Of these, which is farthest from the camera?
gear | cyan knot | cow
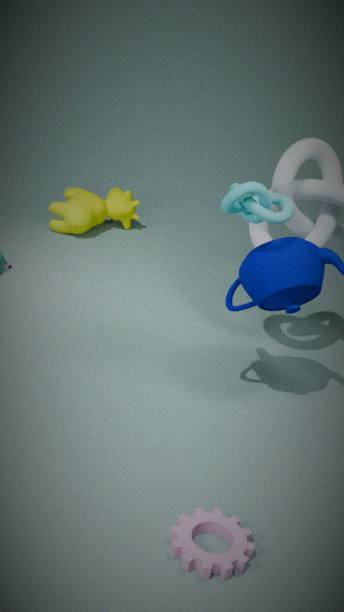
cow
